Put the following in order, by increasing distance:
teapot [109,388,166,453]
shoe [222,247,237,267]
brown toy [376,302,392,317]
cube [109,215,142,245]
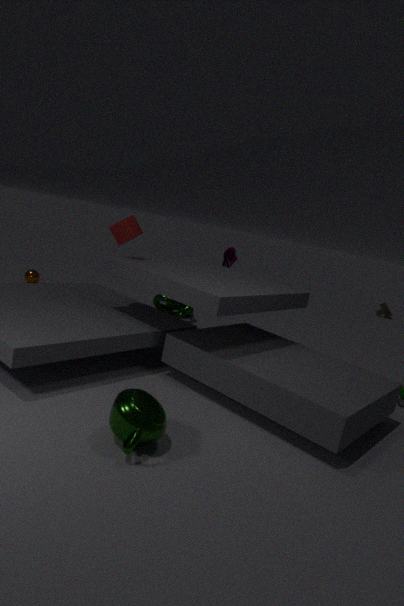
teapot [109,388,166,453] → cube [109,215,142,245] → shoe [222,247,237,267] → brown toy [376,302,392,317]
